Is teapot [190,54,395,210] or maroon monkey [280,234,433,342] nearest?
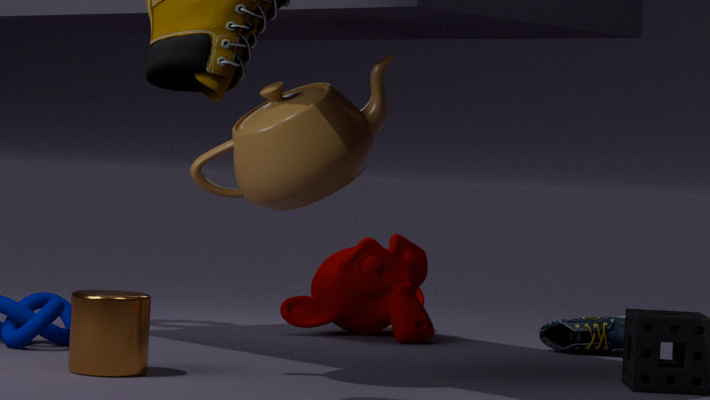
teapot [190,54,395,210]
